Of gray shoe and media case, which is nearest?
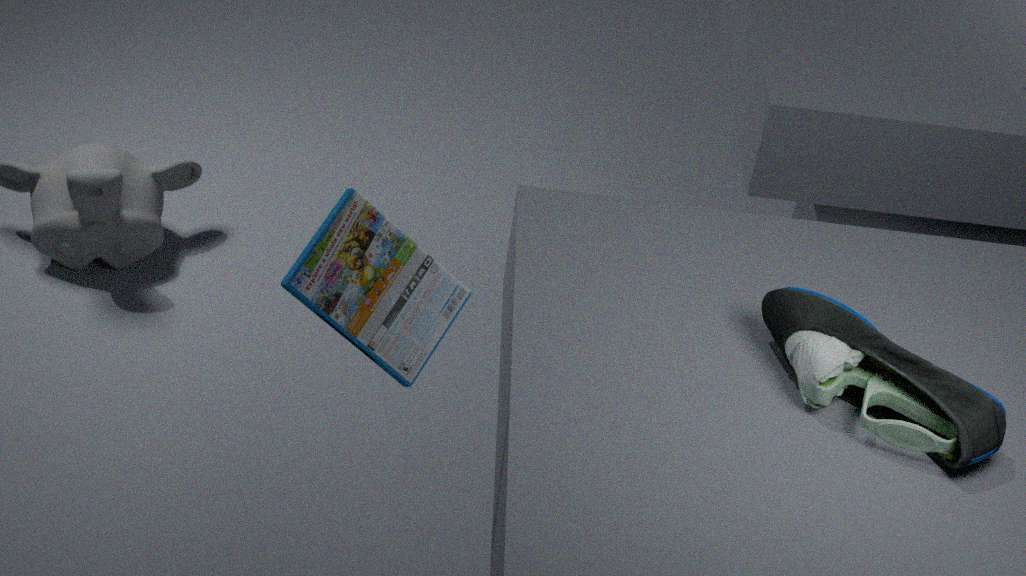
media case
